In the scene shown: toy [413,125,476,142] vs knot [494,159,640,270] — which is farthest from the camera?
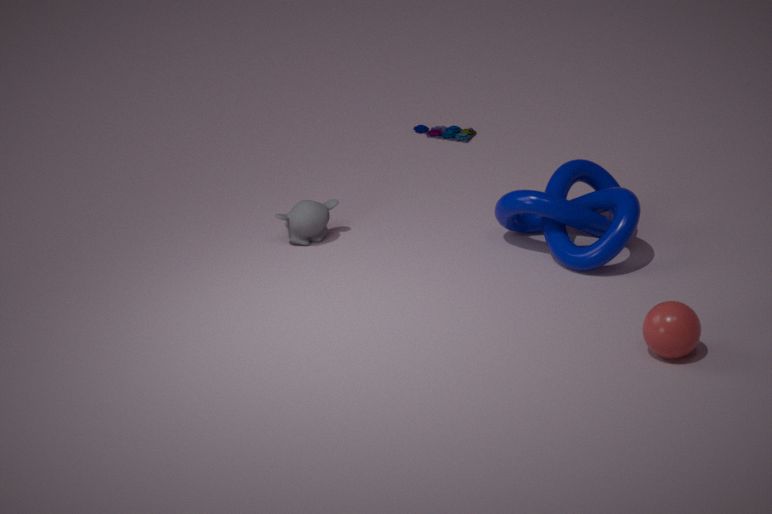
toy [413,125,476,142]
